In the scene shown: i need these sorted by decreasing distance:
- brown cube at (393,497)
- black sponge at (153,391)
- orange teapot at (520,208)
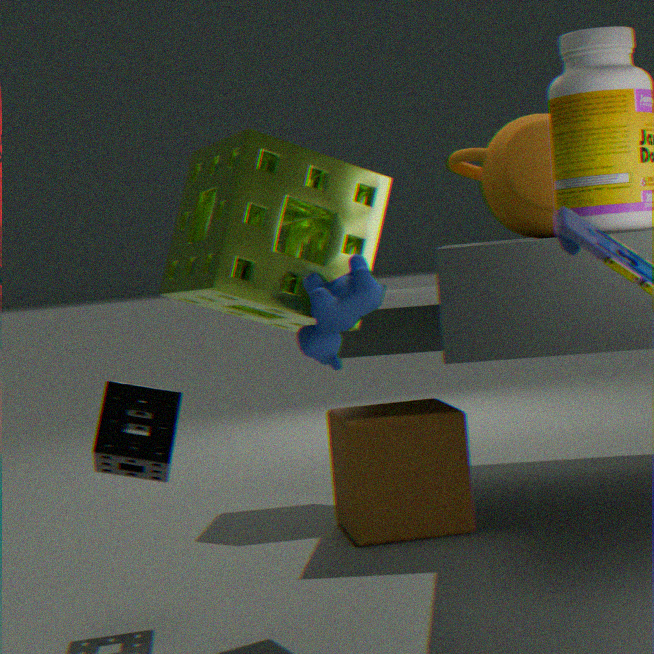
brown cube at (393,497)
orange teapot at (520,208)
black sponge at (153,391)
